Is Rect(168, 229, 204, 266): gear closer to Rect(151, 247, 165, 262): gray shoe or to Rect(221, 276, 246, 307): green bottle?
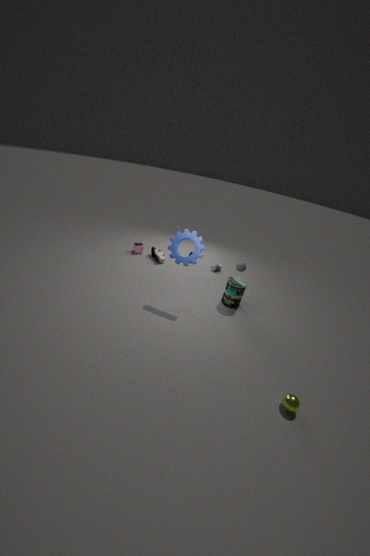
Rect(221, 276, 246, 307): green bottle
